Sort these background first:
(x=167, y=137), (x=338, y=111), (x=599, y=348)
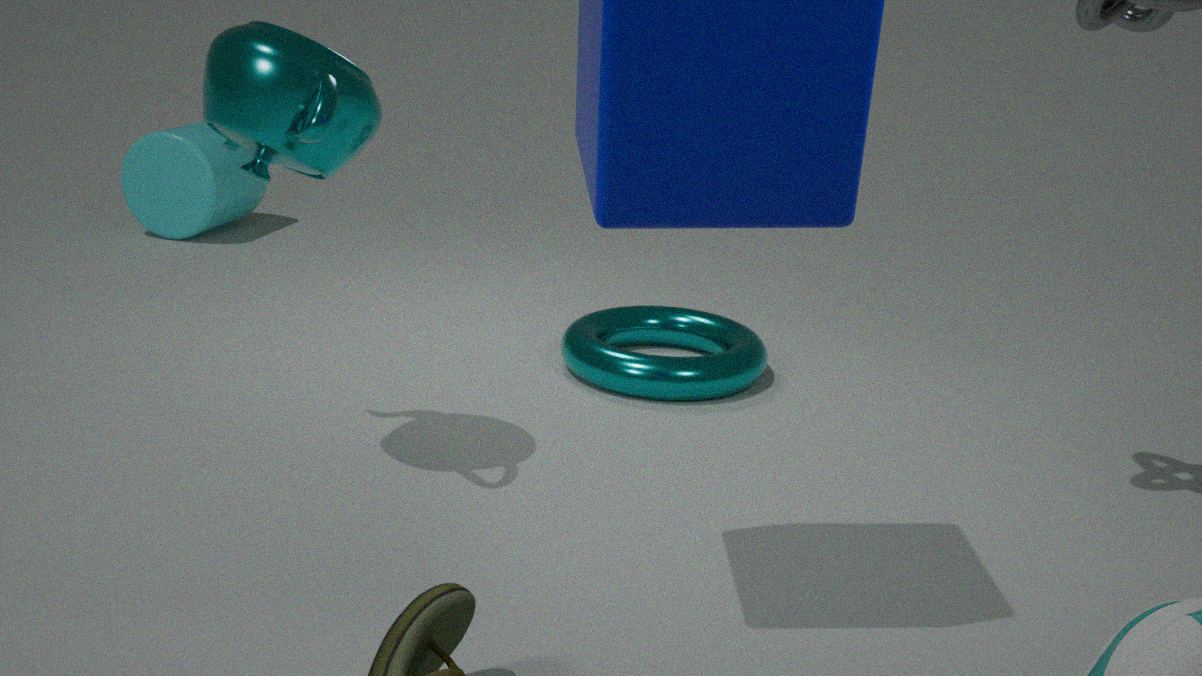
(x=167, y=137) < (x=599, y=348) < (x=338, y=111)
